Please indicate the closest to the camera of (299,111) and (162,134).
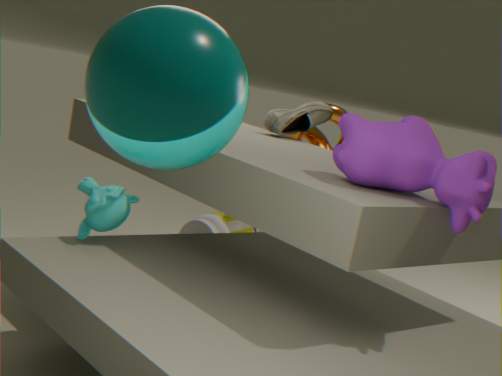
(162,134)
